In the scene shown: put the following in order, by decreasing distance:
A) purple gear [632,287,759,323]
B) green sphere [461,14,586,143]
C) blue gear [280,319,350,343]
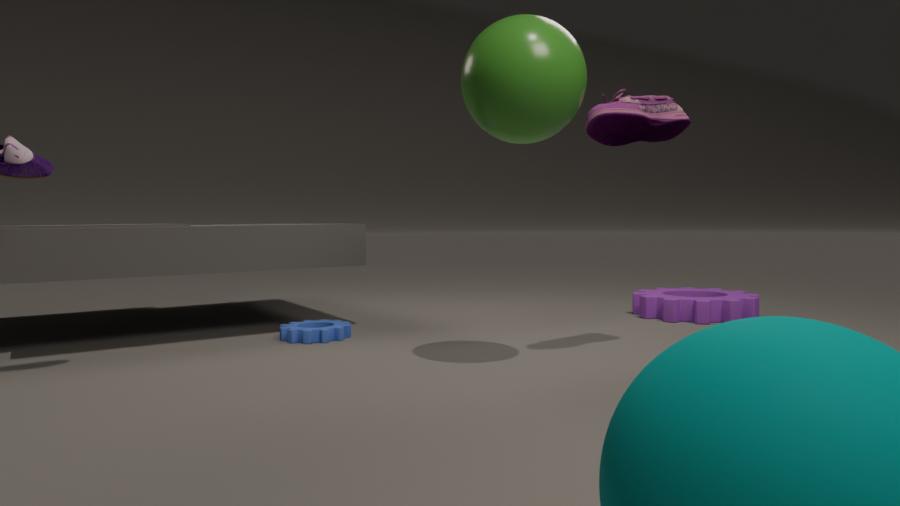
1. purple gear [632,287,759,323]
2. blue gear [280,319,350,343]
3. green sphere [461,14,586,143]
